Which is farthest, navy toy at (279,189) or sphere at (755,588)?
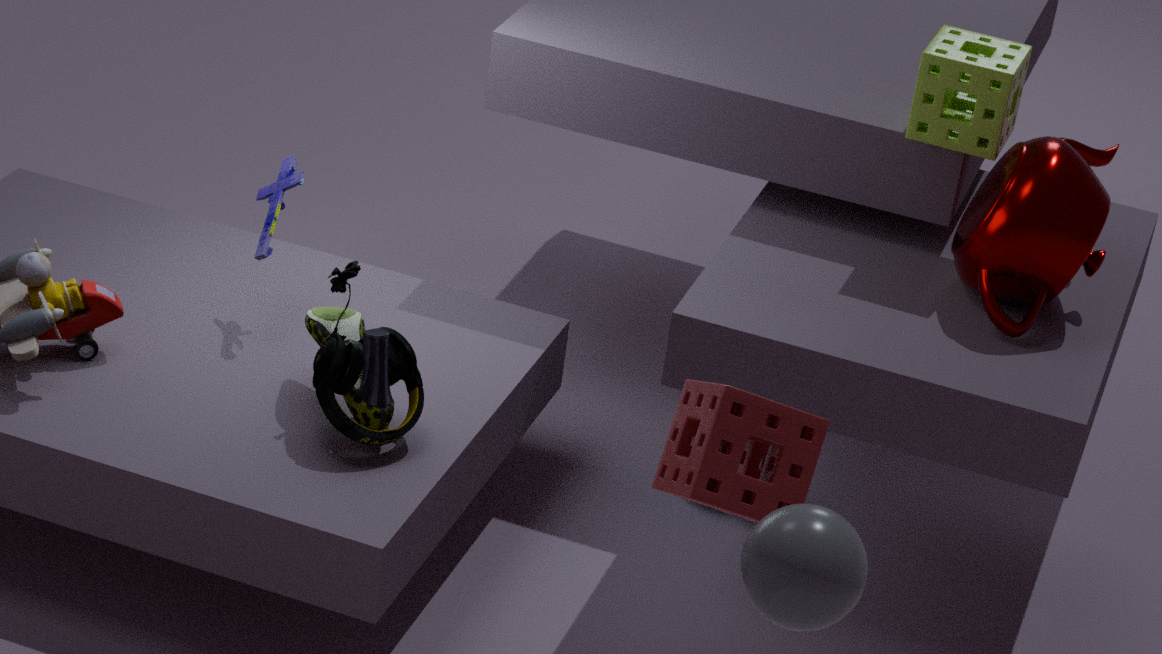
navy toy at (279,189)
